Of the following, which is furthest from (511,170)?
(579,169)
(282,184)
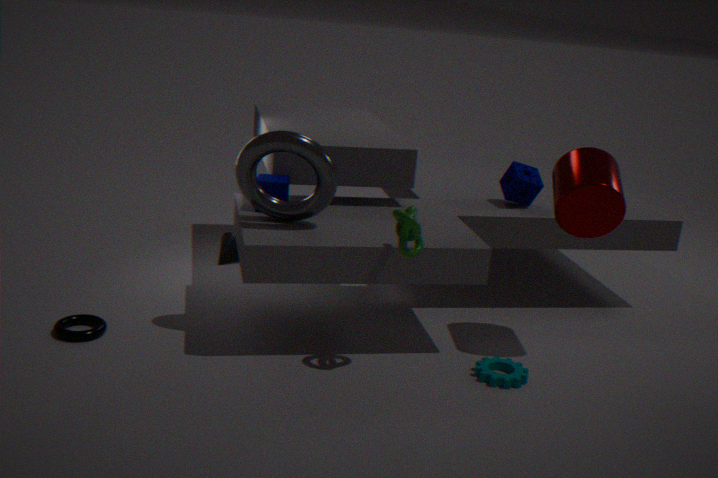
(282,184)
